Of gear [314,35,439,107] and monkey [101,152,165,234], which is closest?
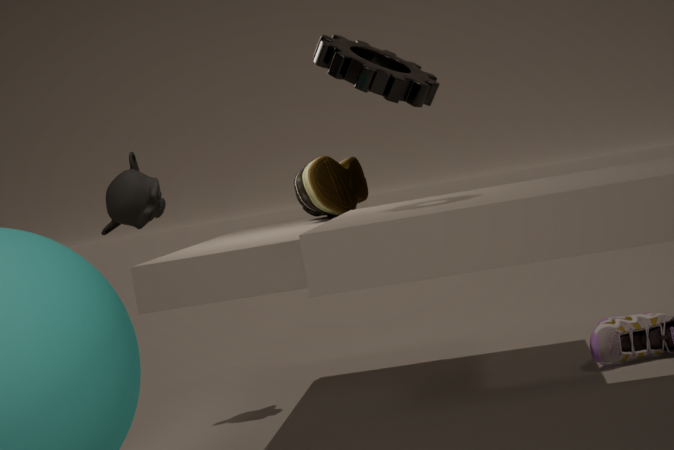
gear [314,35,439,107]
